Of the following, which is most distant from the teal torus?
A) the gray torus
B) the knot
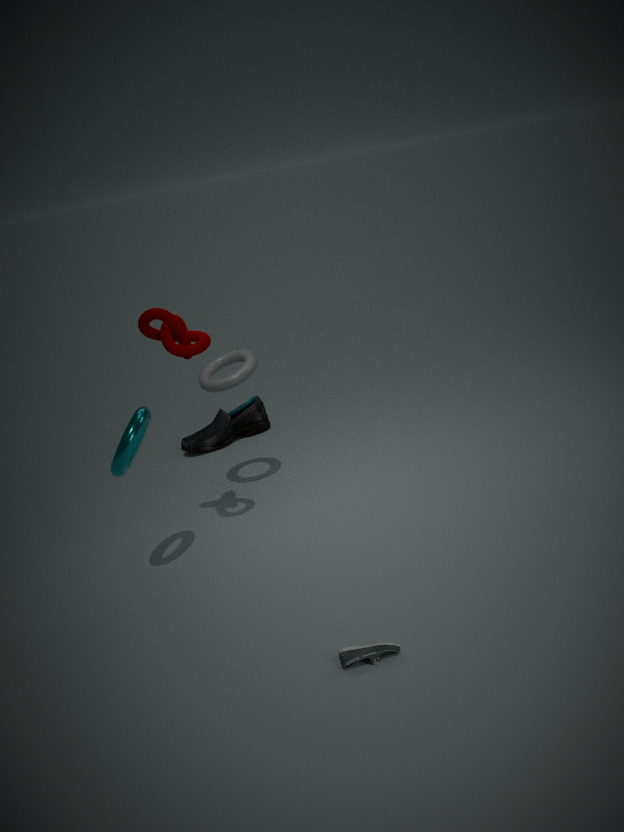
the gray torus
